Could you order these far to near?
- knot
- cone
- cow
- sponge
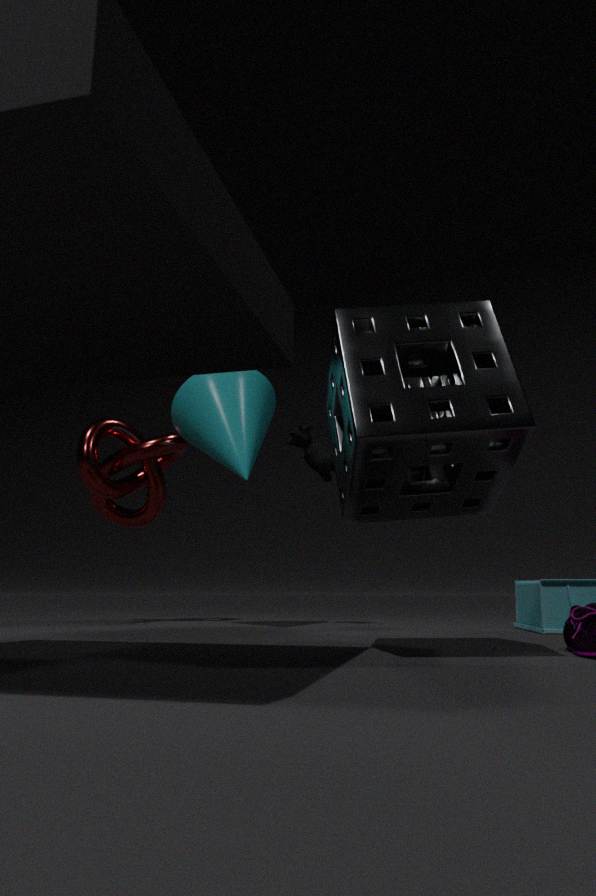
knot, cow, cone, sponge
